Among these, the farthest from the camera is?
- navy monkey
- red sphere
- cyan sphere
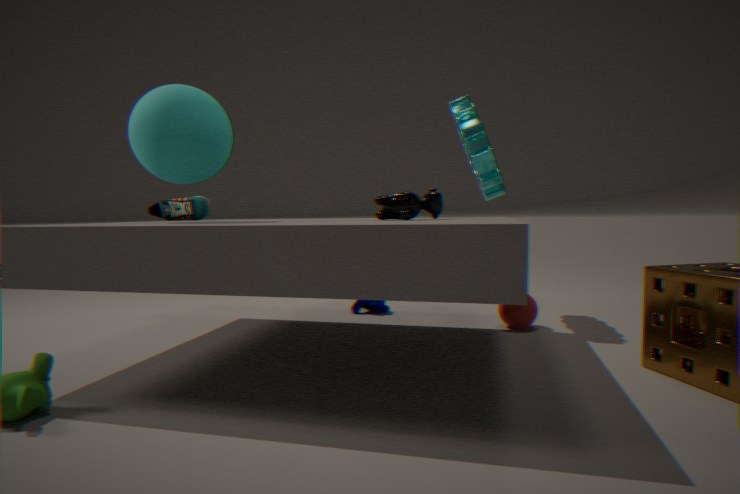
navy monkey
